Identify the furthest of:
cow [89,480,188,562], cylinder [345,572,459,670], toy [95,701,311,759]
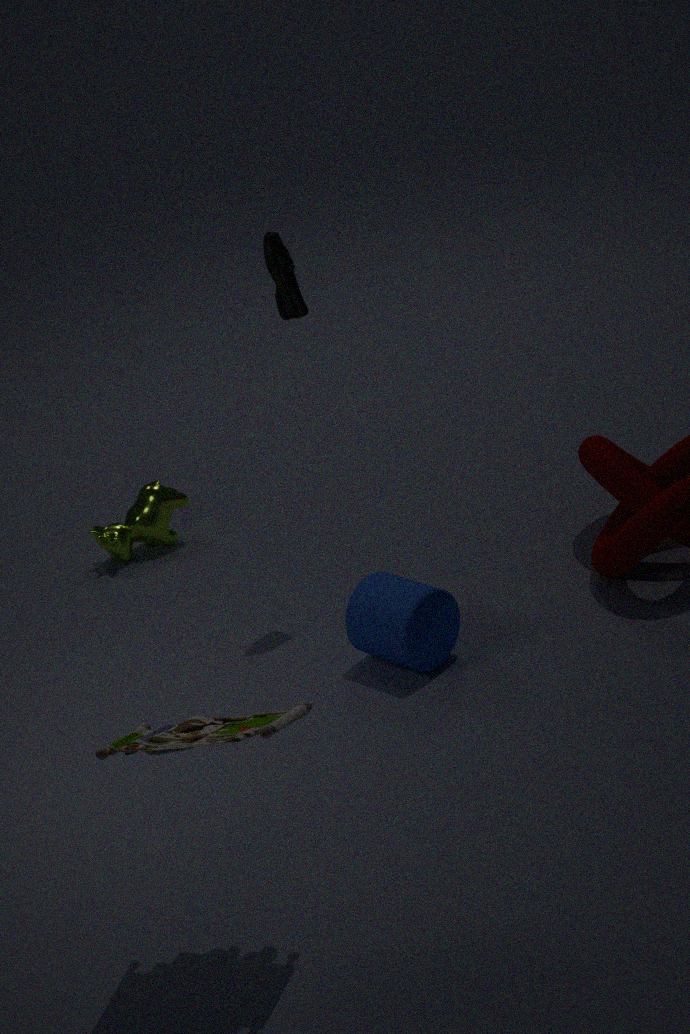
cow [89,480,188,562]
